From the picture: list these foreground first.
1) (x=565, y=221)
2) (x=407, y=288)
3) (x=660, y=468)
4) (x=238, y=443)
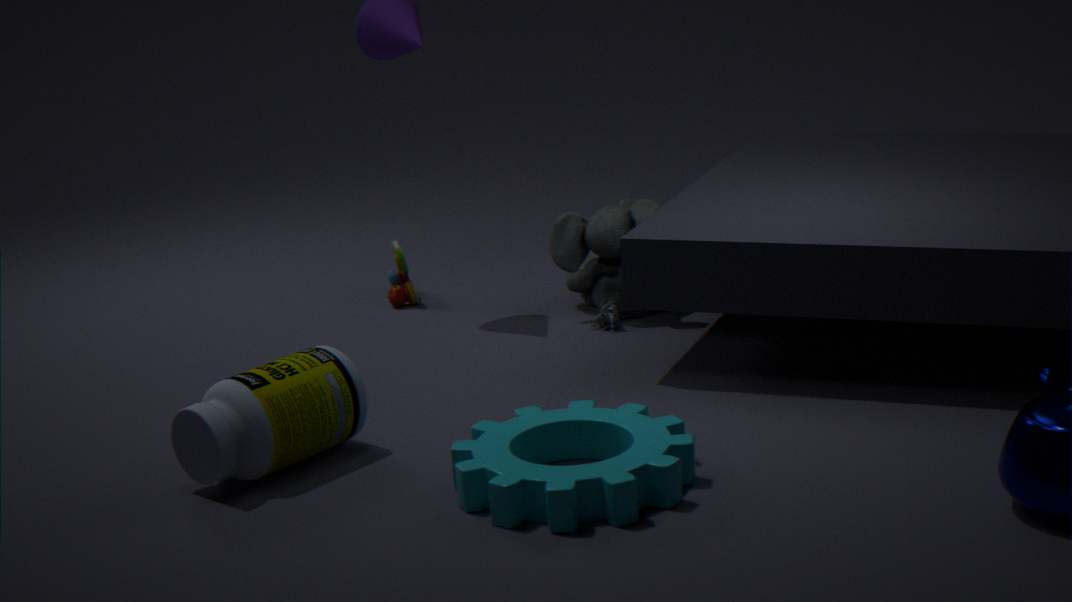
1. 3. (x=660, y=468)
2. 4. (x=238, y=443)
3. 1. (x=565, y=221)
4. 2. (x=407, y=288)
